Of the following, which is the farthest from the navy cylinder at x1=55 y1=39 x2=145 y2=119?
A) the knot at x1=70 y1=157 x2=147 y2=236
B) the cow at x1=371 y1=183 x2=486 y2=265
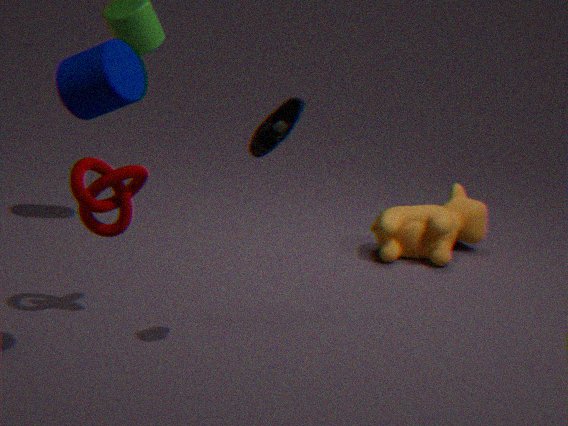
the cow at x1=371 y1=183 x2=486 y2=265
